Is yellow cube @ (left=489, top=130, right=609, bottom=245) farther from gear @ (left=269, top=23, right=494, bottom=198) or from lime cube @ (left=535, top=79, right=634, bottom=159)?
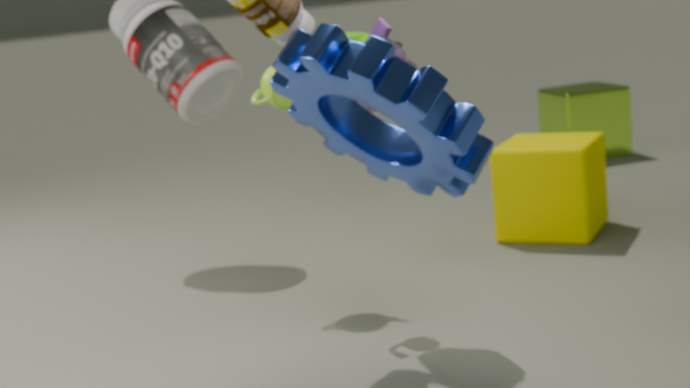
gear @ (left=269, top=23, right=494, bottom=198)
